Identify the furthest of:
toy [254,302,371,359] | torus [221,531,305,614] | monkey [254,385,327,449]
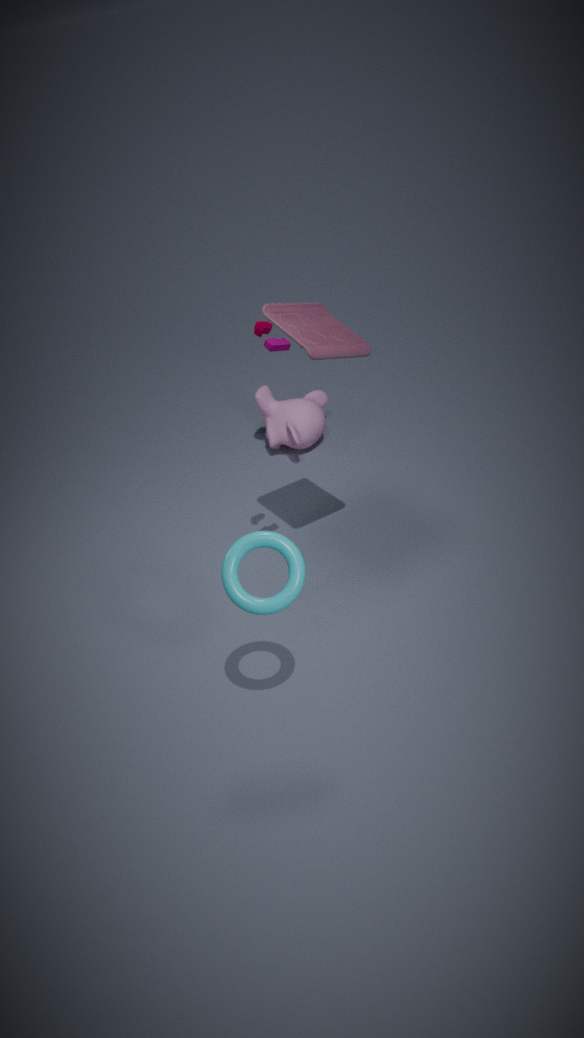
monkey [254,385,327,449]
